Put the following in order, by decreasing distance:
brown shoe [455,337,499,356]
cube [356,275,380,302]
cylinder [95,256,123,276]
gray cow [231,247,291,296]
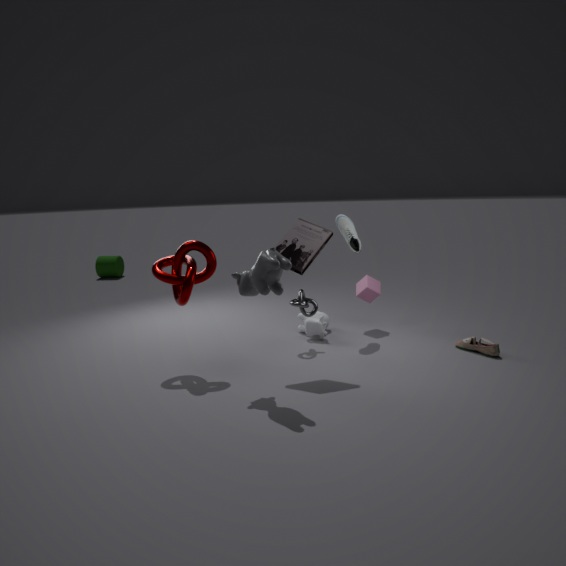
cylinder [95,256,123,276] → cube [356,275,380,302] → brown shoe [455,337,499,356] → gray cow [231,247,291,296]
